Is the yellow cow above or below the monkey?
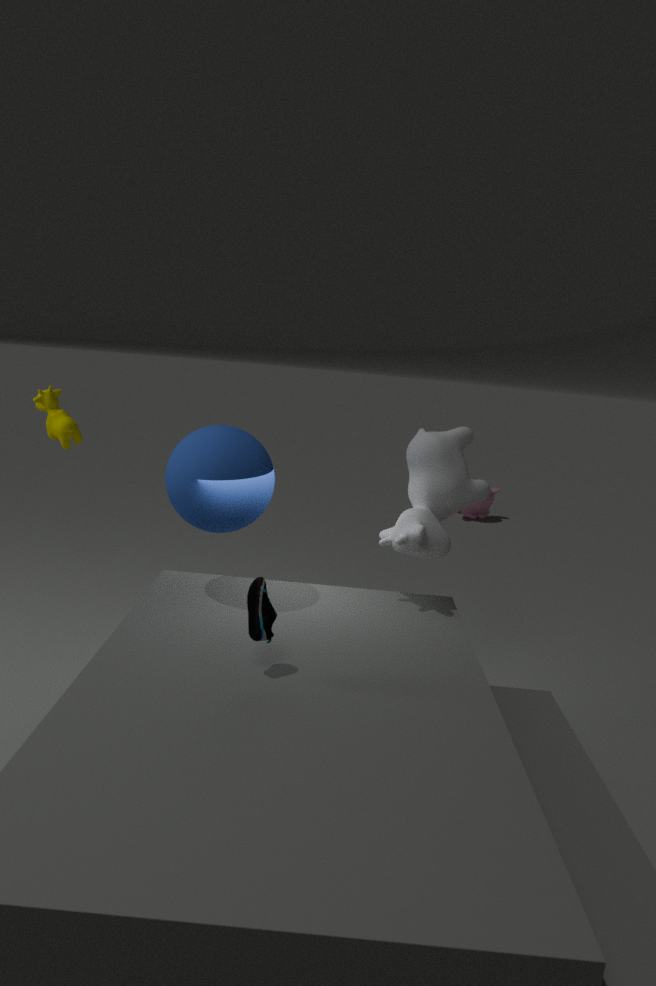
above
